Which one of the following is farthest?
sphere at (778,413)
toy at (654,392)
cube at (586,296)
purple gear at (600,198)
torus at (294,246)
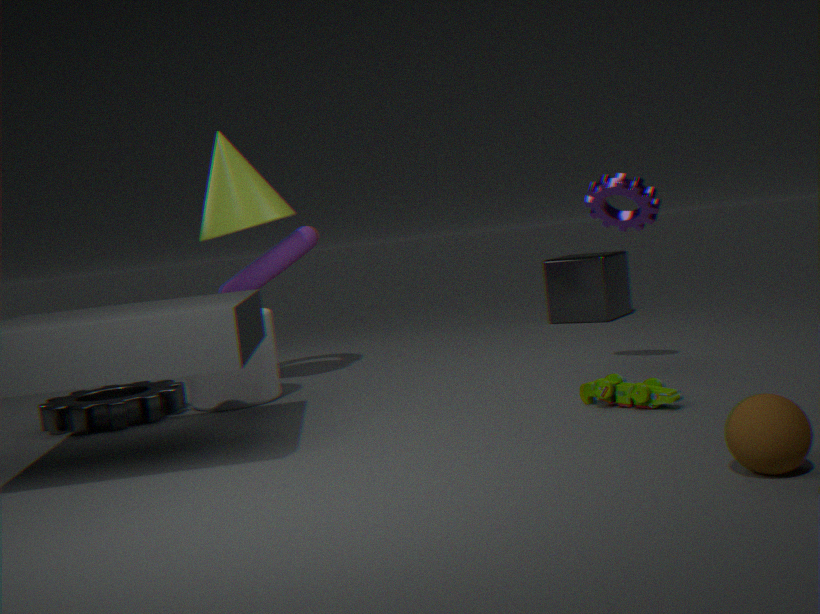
cube at (586,296)
